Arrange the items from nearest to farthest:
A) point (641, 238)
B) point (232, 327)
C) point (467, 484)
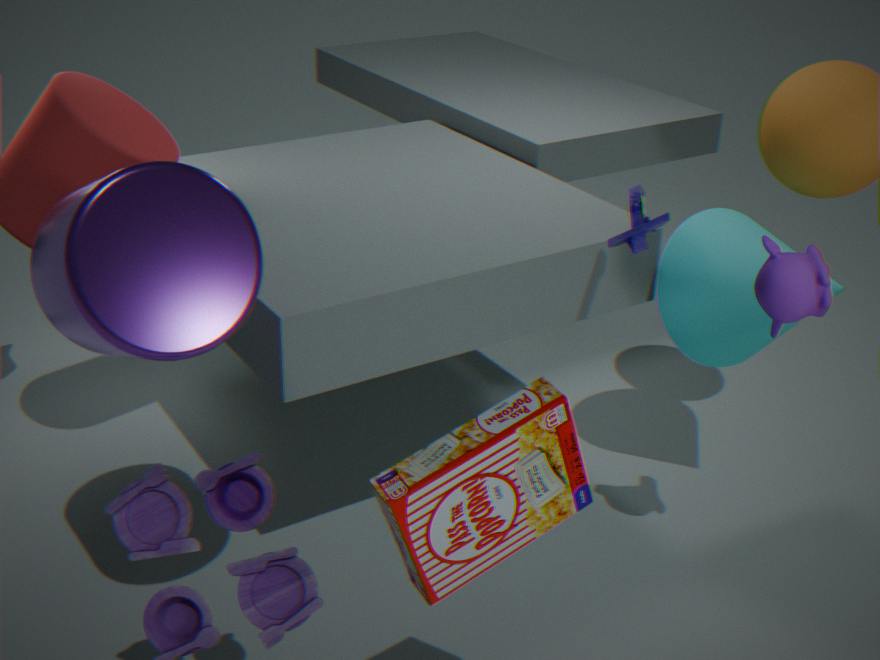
point (467, 484)
point (232, 327)
point (641, 238)
